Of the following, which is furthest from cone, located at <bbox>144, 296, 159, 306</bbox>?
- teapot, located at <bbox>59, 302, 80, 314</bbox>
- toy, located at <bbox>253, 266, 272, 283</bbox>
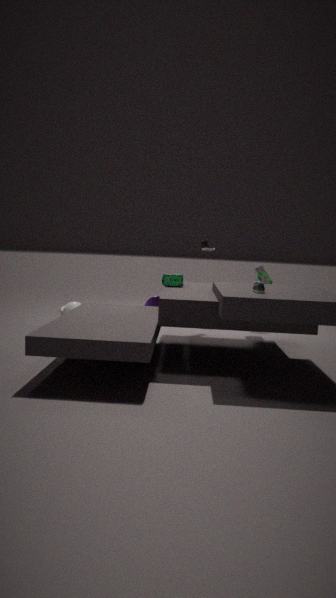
toy, located at <bbox>253, 266, 272, 283</bbox>
